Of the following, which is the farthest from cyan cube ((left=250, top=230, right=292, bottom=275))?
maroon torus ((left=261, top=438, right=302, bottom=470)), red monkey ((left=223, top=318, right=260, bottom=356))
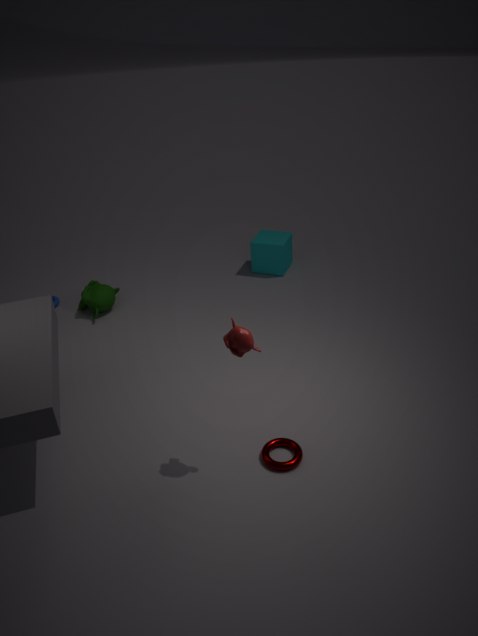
red monkey ((left=223, top=318, right=260, bottom=356))
